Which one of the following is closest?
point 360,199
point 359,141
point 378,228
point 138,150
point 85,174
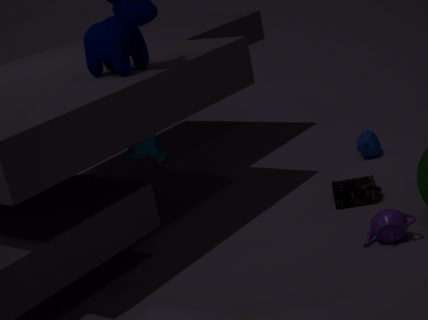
point 378,228
